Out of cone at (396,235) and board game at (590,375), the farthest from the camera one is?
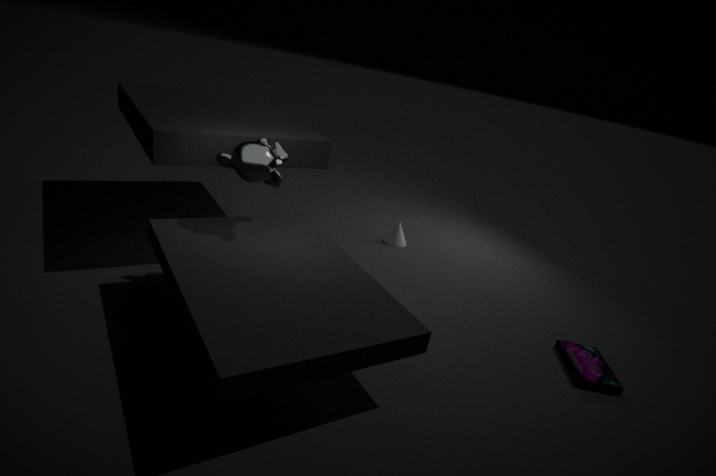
cone at (396,235)
